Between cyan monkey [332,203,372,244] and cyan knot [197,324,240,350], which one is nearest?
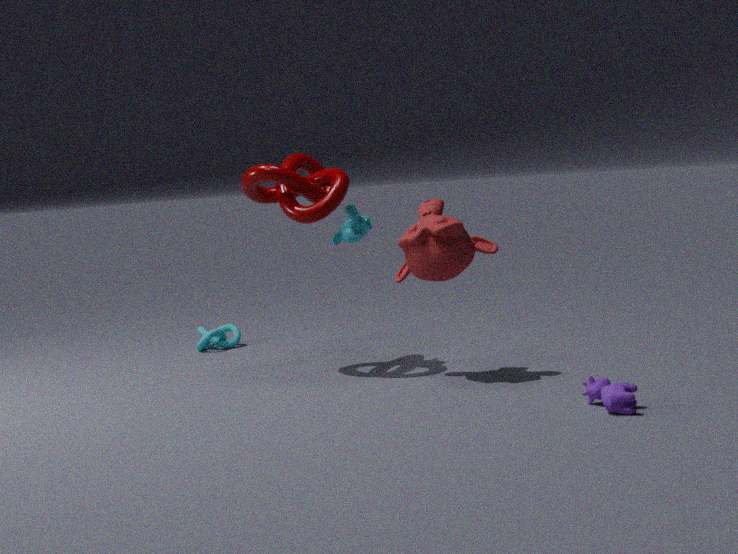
cyan monkey [332,203,372,244]
